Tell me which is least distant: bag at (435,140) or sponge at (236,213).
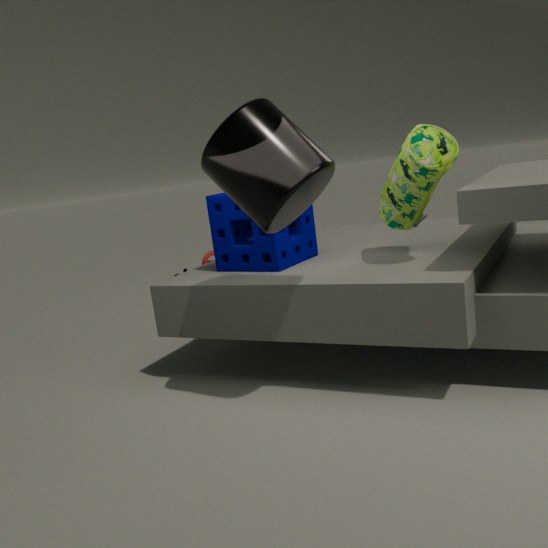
bag at (435,140)
